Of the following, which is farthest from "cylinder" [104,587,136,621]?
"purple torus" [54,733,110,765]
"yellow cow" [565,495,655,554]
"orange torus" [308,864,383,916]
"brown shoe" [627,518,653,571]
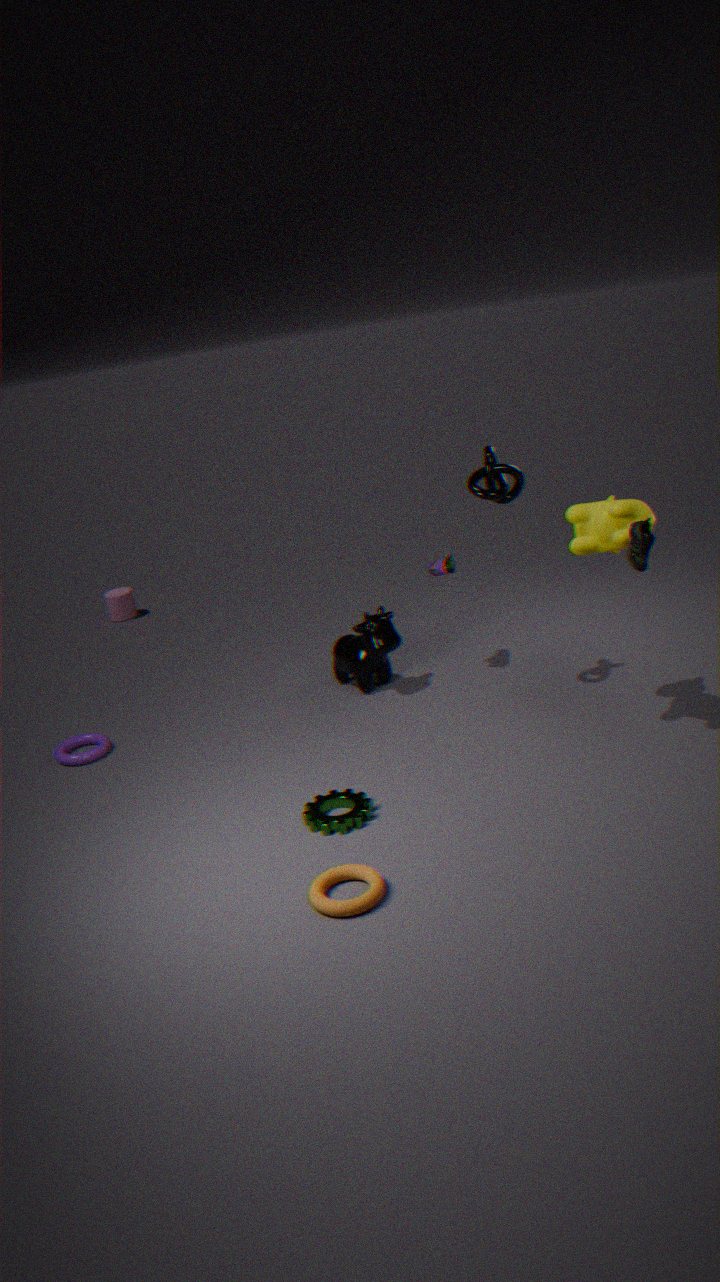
"brown shoe" [627,518,653,571]
